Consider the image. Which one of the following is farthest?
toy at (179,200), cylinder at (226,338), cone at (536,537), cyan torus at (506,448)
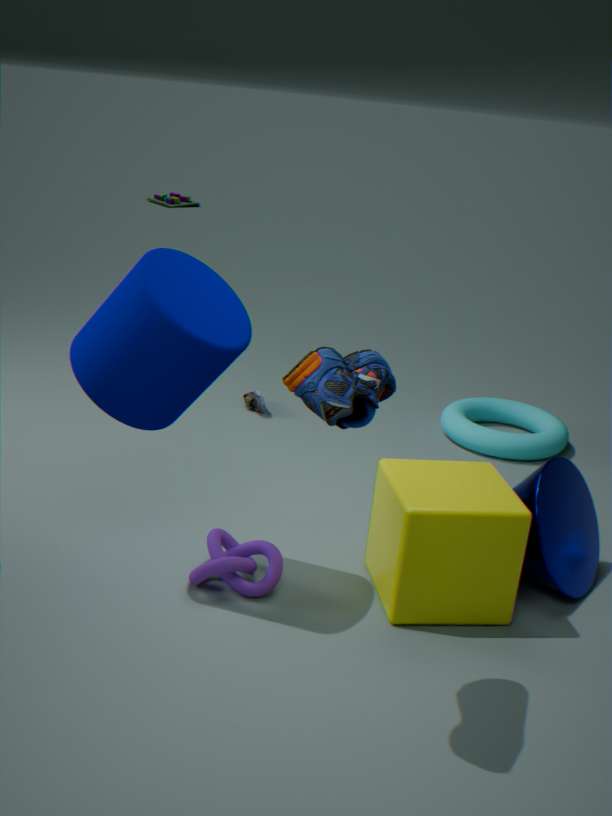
toy at (179,200)
